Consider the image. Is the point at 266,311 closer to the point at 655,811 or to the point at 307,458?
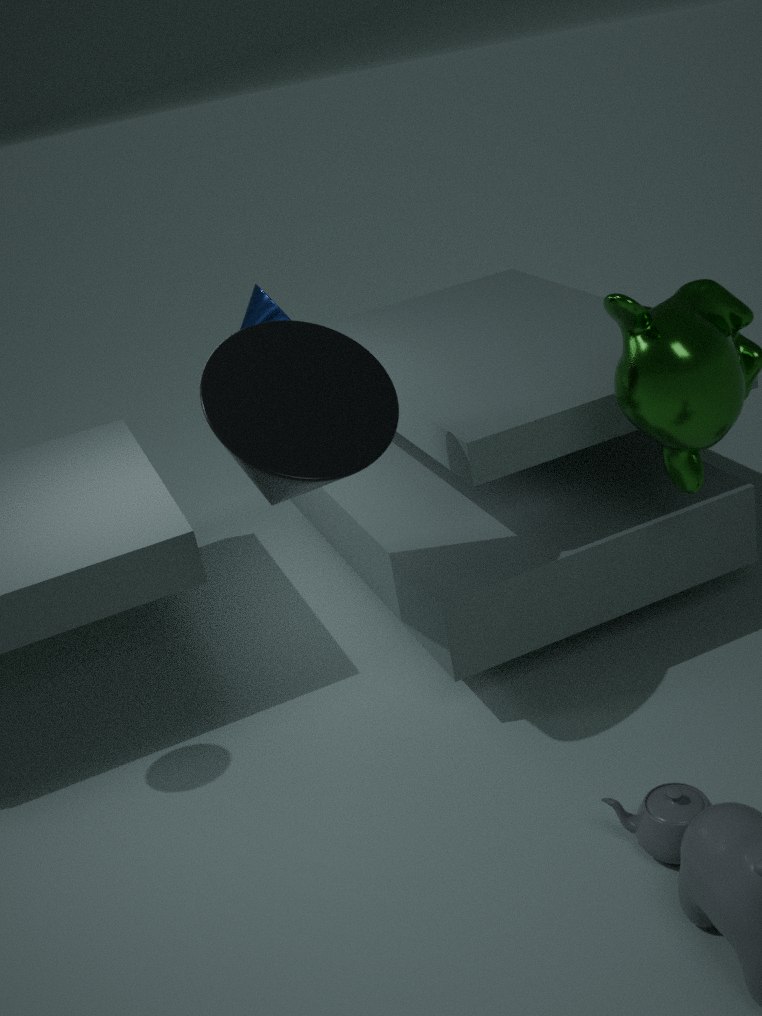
the point at 307,458
